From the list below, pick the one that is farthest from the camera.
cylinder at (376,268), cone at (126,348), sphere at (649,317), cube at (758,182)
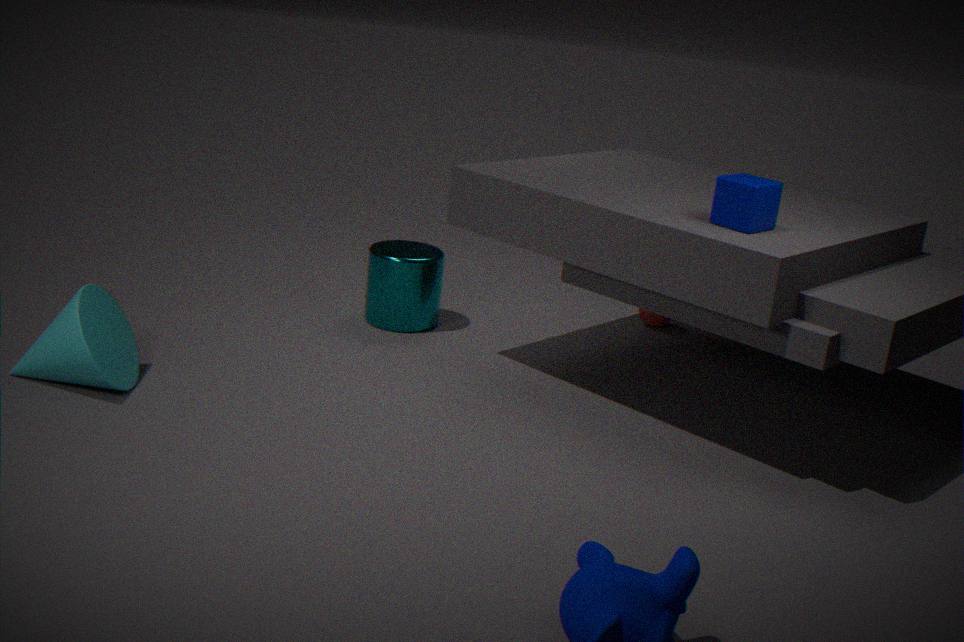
sphere at (649,317)
